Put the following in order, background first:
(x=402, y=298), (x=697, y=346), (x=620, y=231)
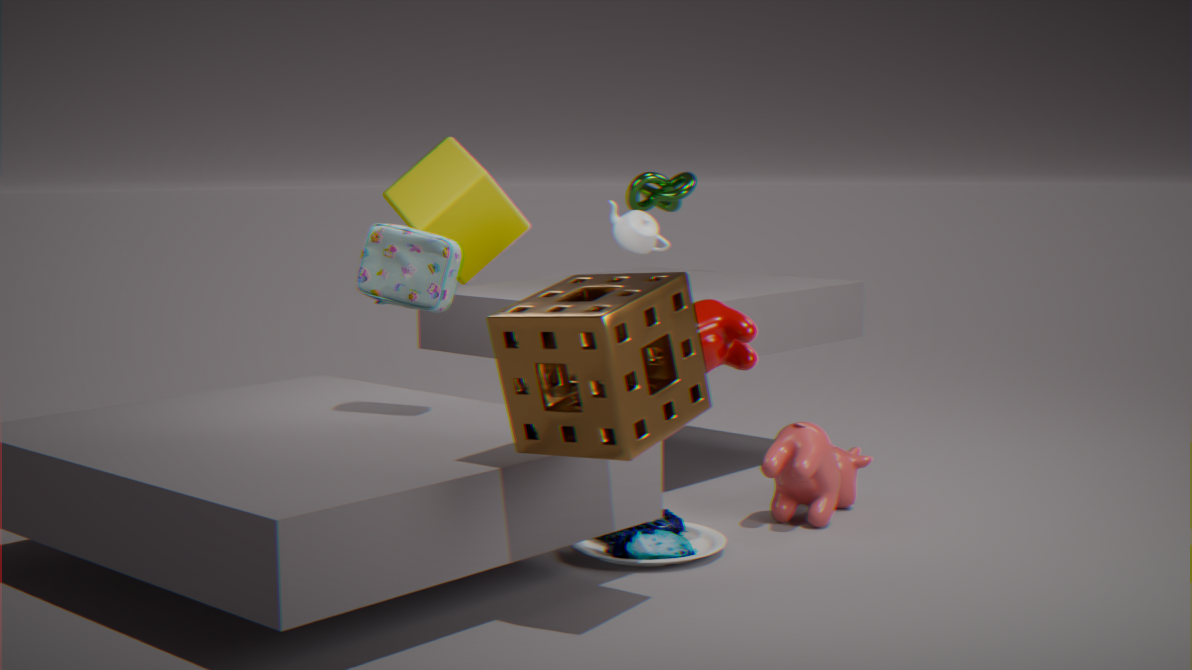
(x=620, y=231) < (x=402, y=298) < (x=697, y=346)
